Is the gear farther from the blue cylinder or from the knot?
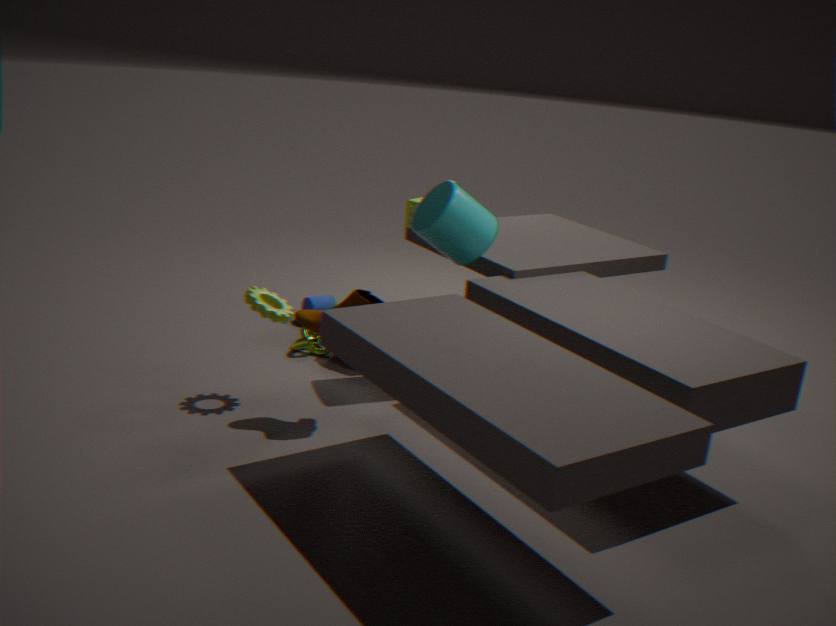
the blue cylinder
